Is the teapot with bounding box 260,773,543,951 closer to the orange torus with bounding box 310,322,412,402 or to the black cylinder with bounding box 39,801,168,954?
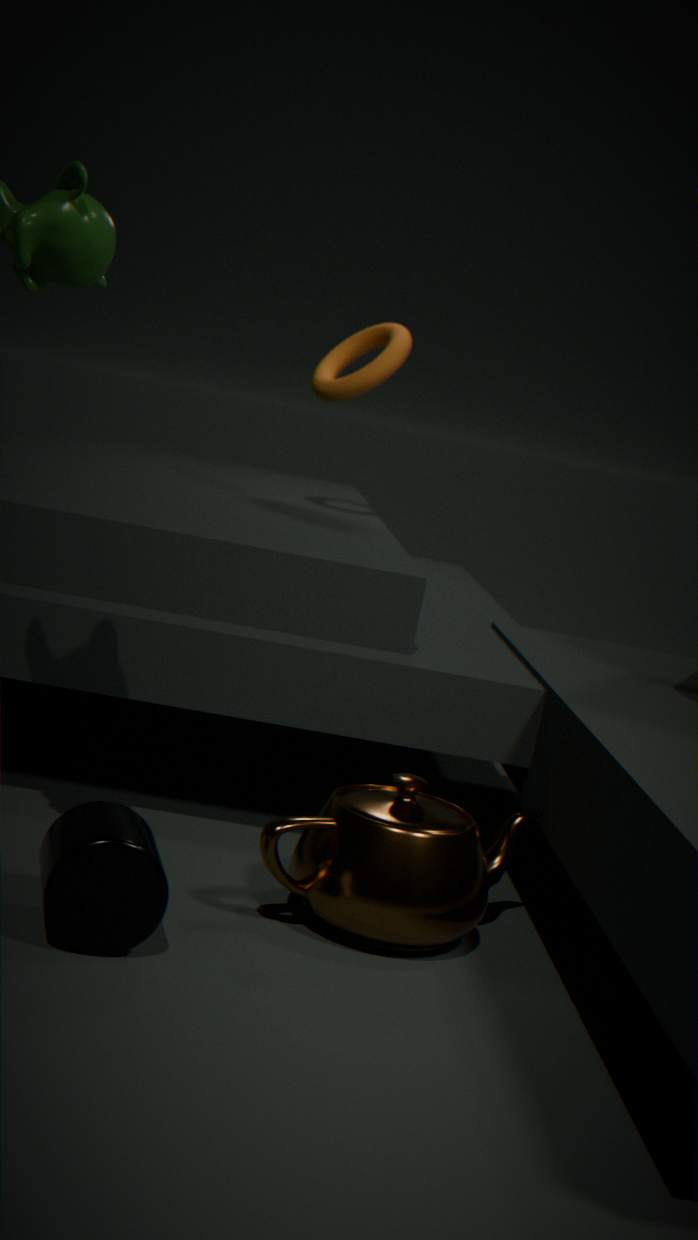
the black cylinder with bounding box 39,801,168,954
